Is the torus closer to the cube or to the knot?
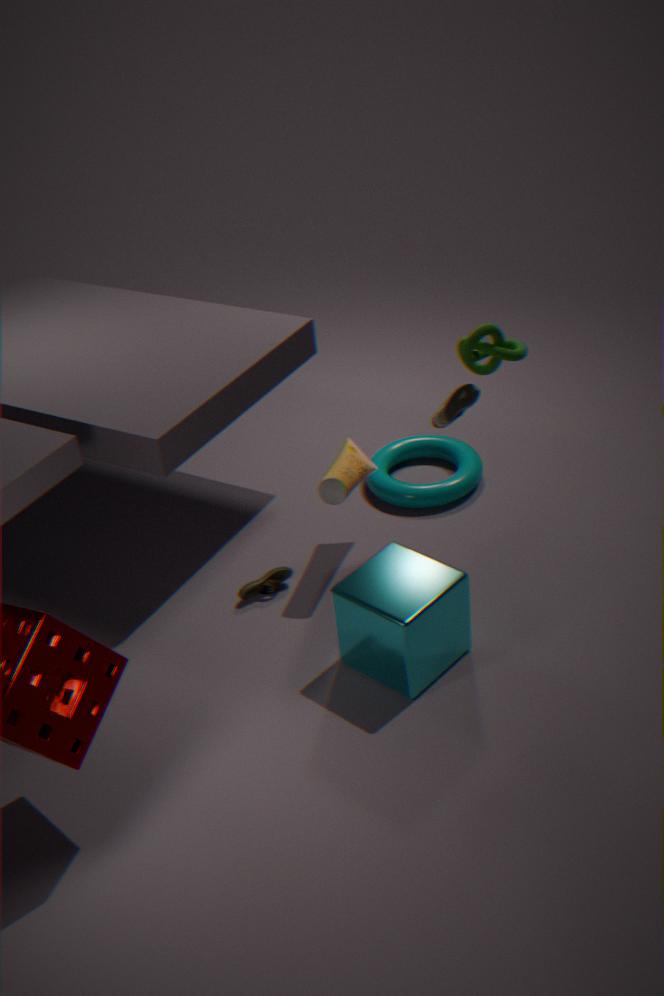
the cube
